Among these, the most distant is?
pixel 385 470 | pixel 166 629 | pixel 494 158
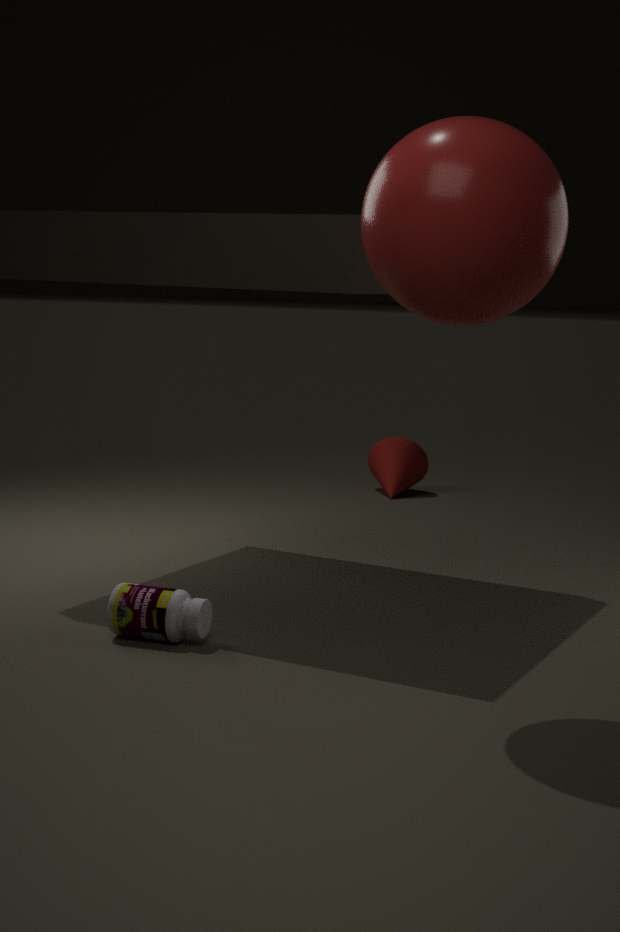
pixel 385 470
